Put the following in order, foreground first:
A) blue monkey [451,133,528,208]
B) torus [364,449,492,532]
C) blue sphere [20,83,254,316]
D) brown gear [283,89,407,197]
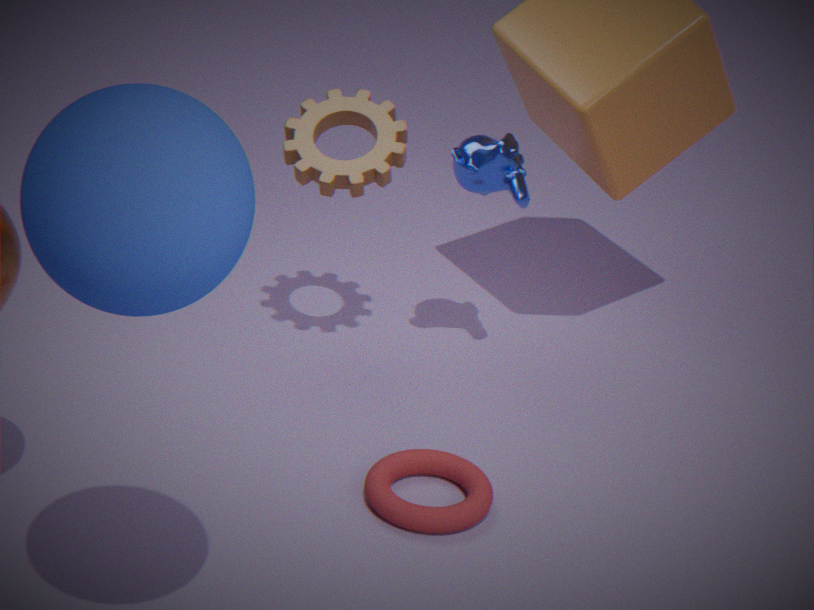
blue sphere [20,83,254,316]
torus [364,449,492,532]
brown gear [283,89,407,197]
blue monkey [451,133,528,208]
